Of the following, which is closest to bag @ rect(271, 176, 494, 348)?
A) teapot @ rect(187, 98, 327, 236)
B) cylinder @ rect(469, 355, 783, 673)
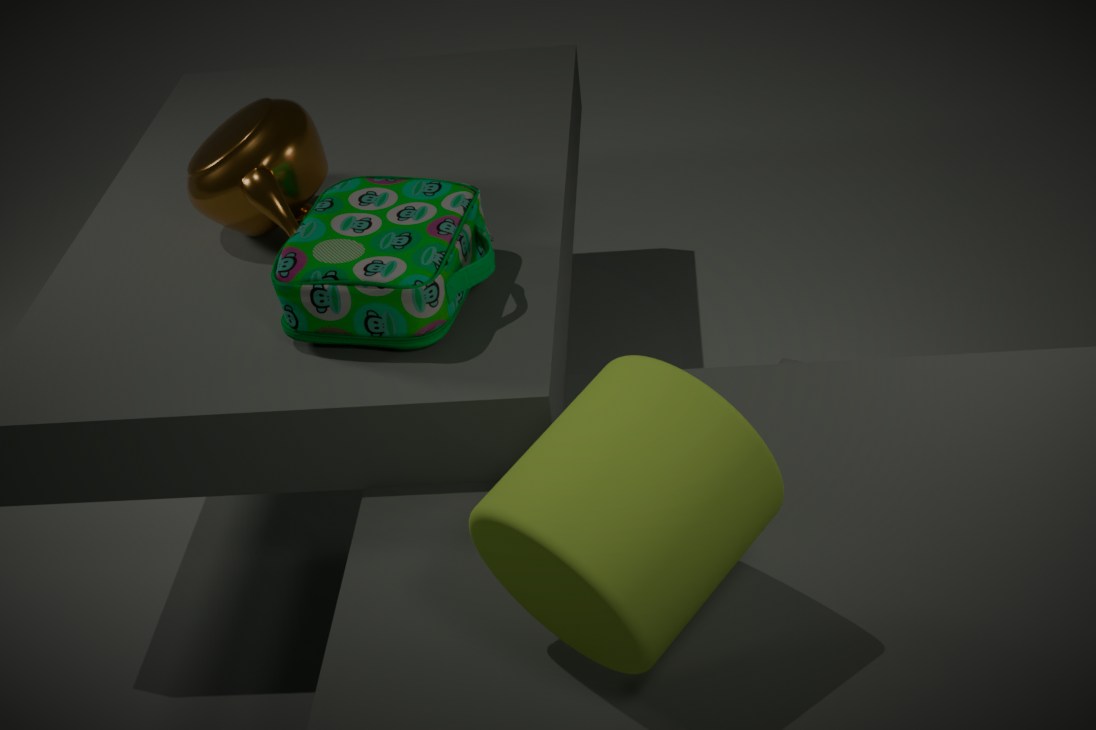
teapot @ rect(187, 98, 327, 236)
